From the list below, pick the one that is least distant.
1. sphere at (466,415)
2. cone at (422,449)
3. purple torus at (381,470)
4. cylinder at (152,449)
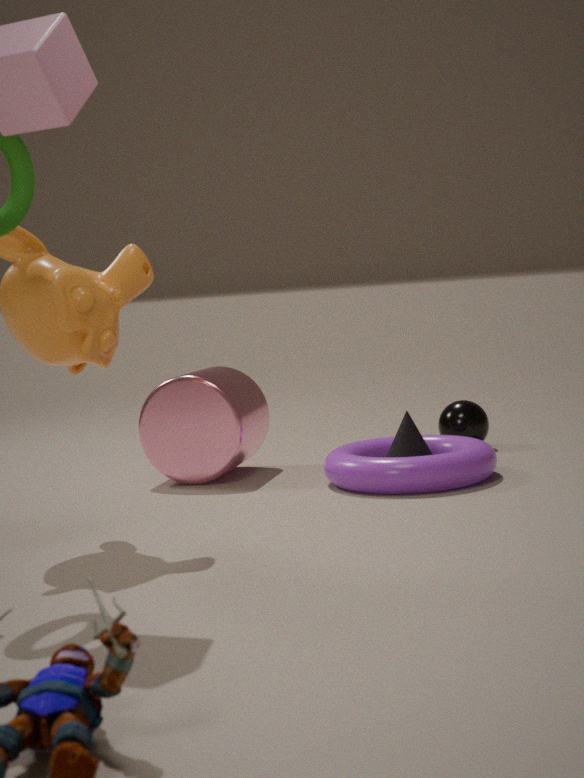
purple torus at (381,470)
